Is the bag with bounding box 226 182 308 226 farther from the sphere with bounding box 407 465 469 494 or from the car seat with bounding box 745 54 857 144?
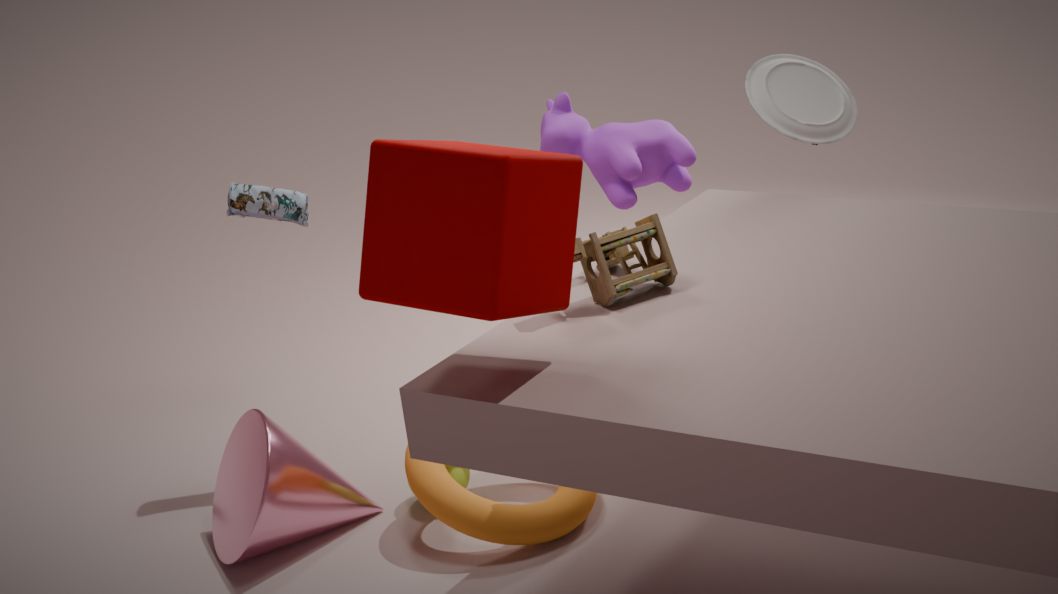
the car seat with bounding box 745 54 857 144
